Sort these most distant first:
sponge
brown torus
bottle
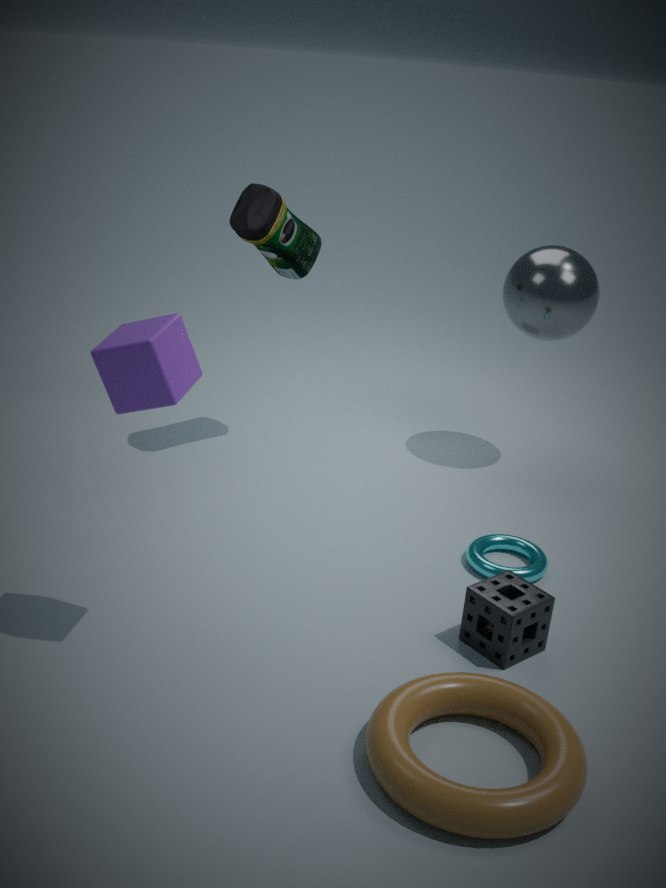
bottle
sponge
brown torus
